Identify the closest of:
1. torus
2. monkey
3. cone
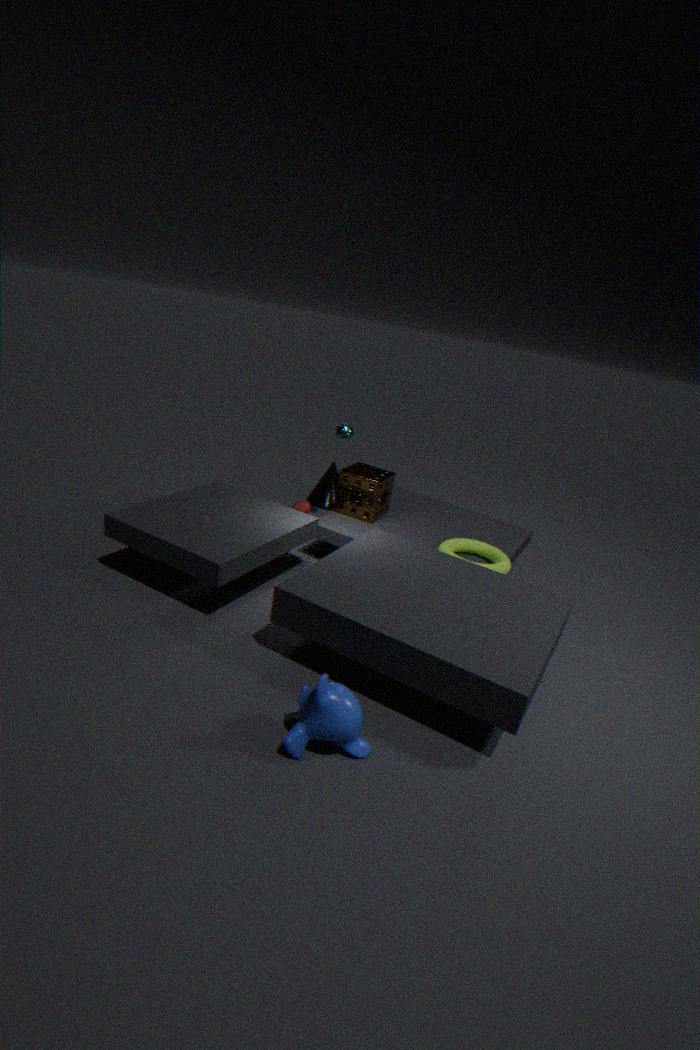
monkey
